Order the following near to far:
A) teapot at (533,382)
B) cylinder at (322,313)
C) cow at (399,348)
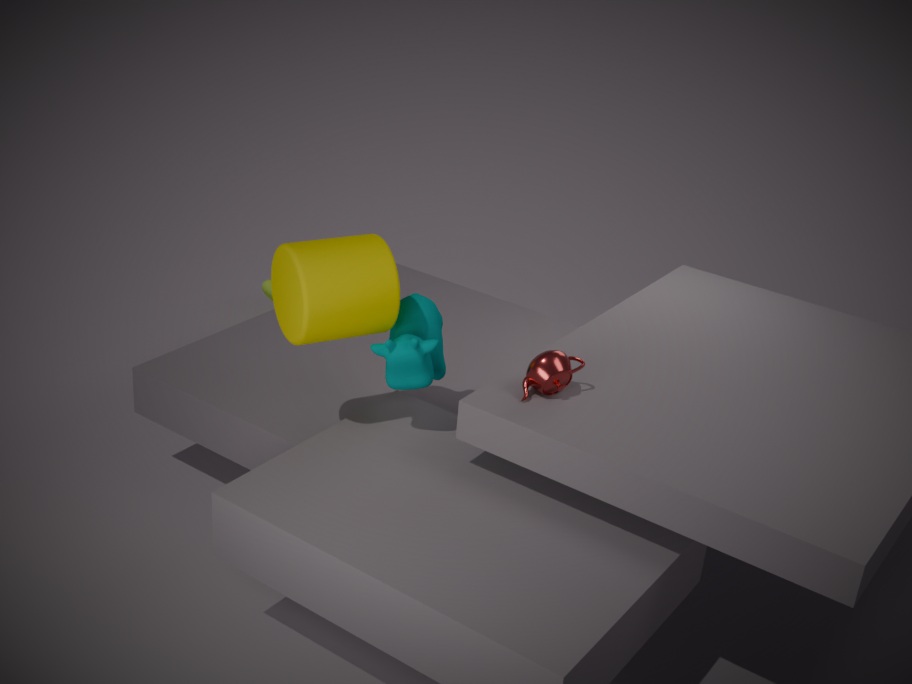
1. cylinder at (322,313)
2. teapot at (533,382)
3. cow at (399,348)
